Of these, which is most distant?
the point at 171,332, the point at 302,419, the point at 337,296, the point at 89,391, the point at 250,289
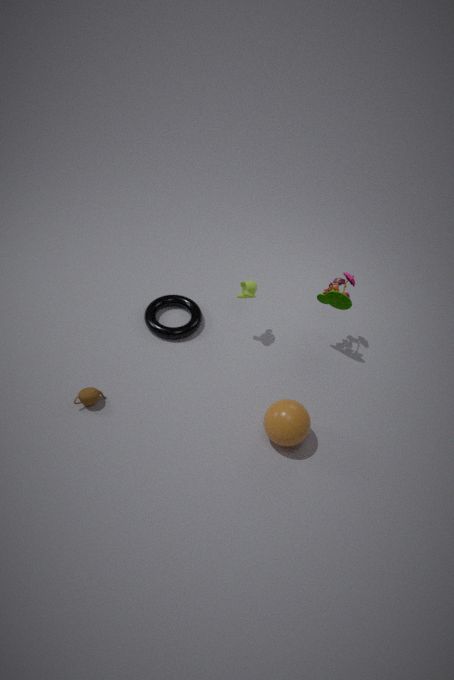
Result: the point at 171,332
